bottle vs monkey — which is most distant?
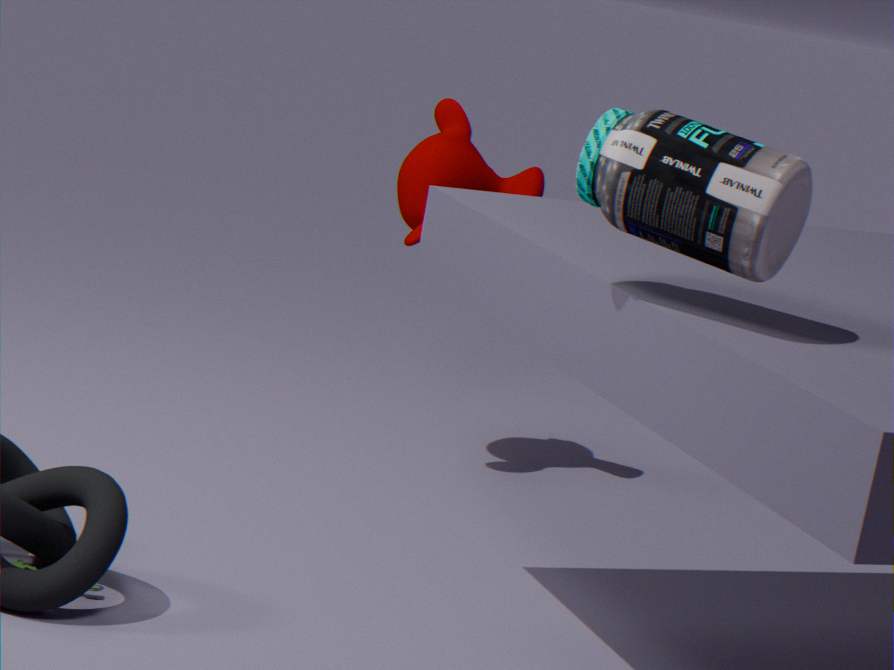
monkey
